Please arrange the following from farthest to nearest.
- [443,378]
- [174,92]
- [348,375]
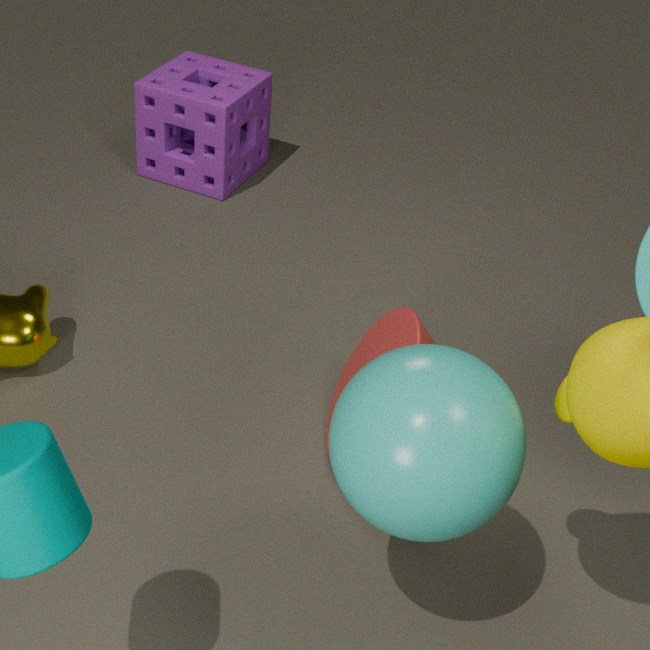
[174,92] < [348,375] < [443,378]
